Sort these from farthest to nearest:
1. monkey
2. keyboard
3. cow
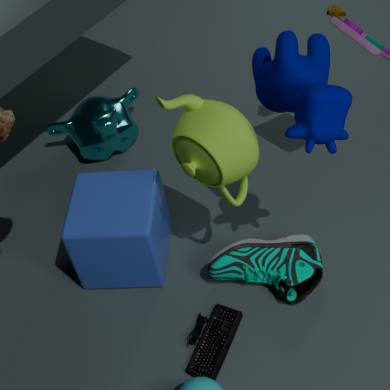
monkey
keyboard
cow
